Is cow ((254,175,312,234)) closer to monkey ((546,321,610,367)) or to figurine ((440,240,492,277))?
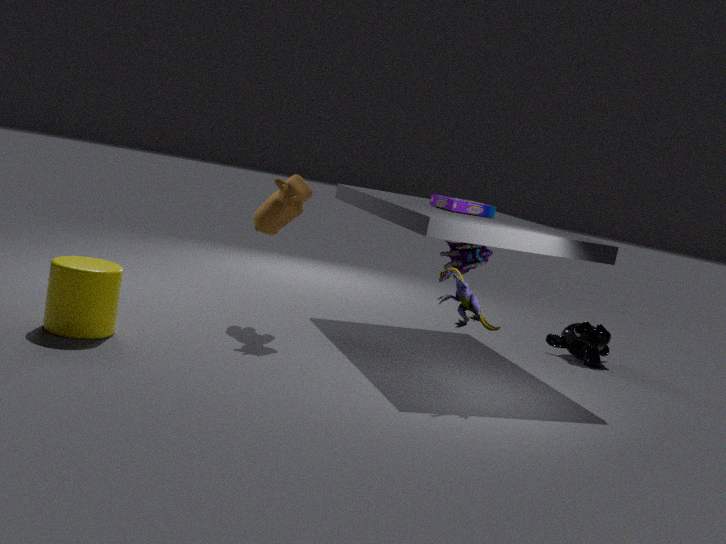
figurine ((440,240,492,277))
